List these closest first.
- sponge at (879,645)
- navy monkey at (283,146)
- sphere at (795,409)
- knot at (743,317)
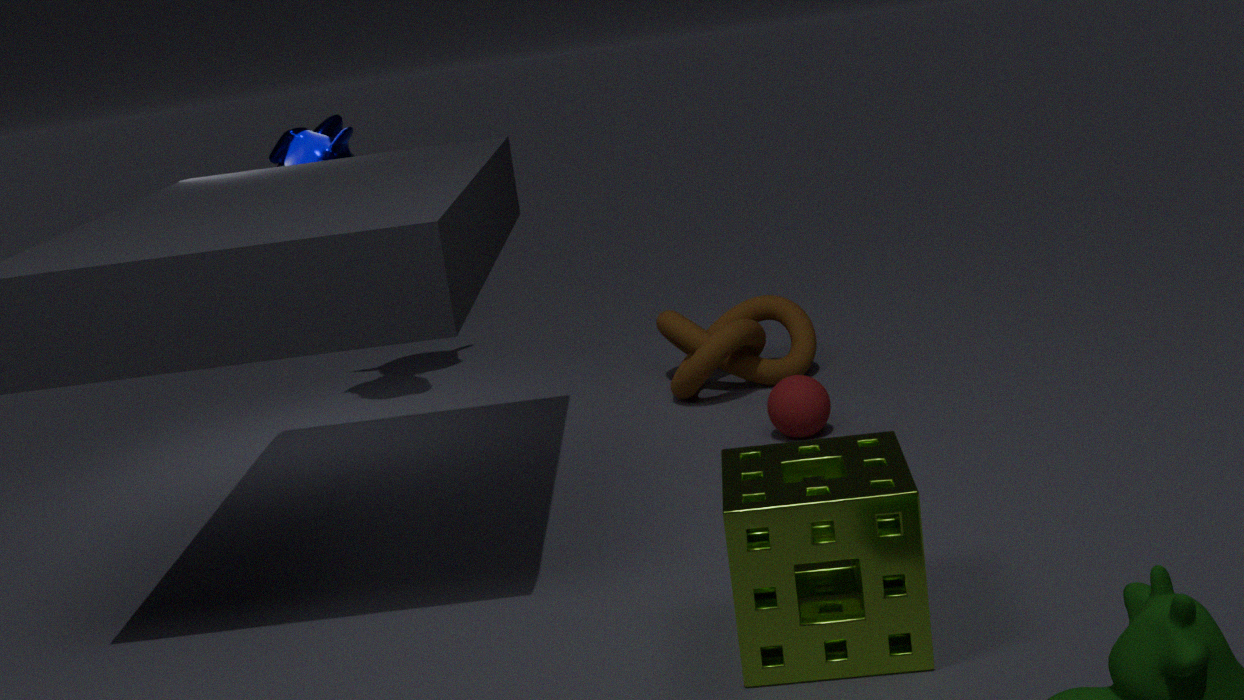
sponge at (879,645), sphere at (795,409), knot at (743,317), navy monkey at (283,146)
